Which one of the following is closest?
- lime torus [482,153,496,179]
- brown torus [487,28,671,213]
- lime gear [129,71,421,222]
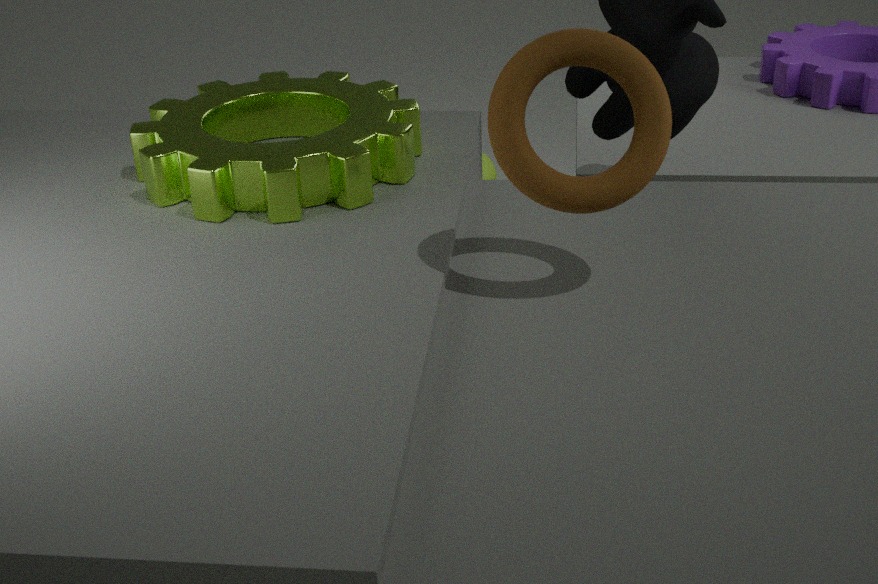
brown torus [487,28,671,213]
